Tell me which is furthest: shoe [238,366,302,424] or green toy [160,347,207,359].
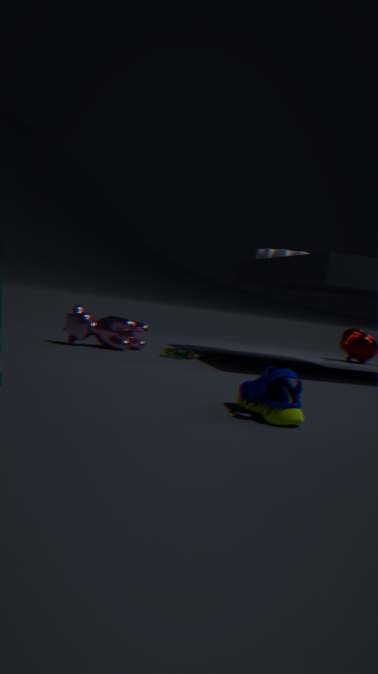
green toy [160,347,207,359]
